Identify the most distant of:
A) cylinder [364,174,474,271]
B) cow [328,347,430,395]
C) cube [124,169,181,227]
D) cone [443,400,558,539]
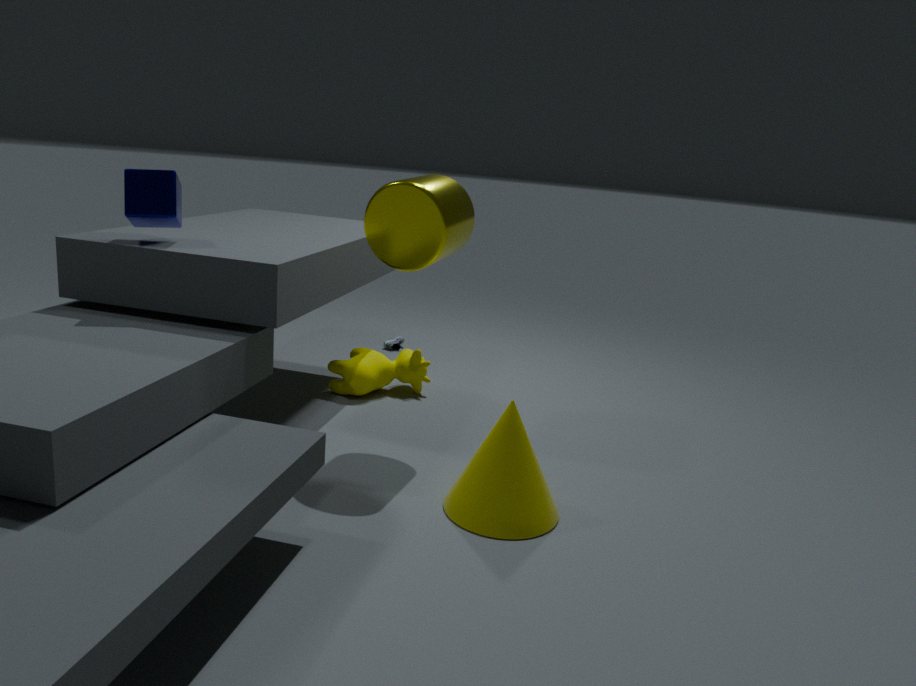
cow [328,347,430,395]
